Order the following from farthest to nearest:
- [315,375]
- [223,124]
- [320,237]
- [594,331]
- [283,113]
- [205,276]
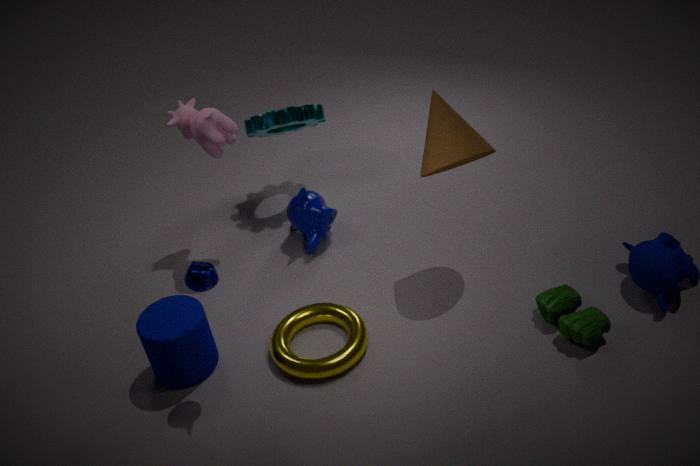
1. [283,113]
2. [320,237]
3. [223,124]
4. [315,375]
5. [594,331]
6. [205,276]
